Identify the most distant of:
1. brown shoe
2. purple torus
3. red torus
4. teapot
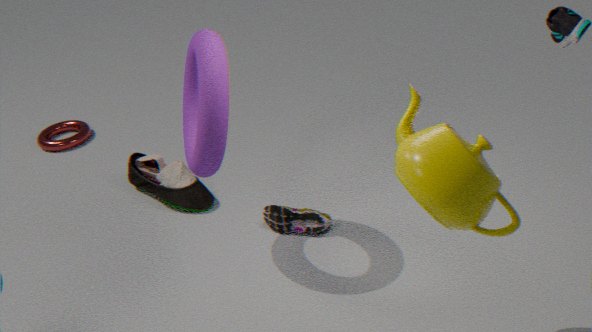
red torus
